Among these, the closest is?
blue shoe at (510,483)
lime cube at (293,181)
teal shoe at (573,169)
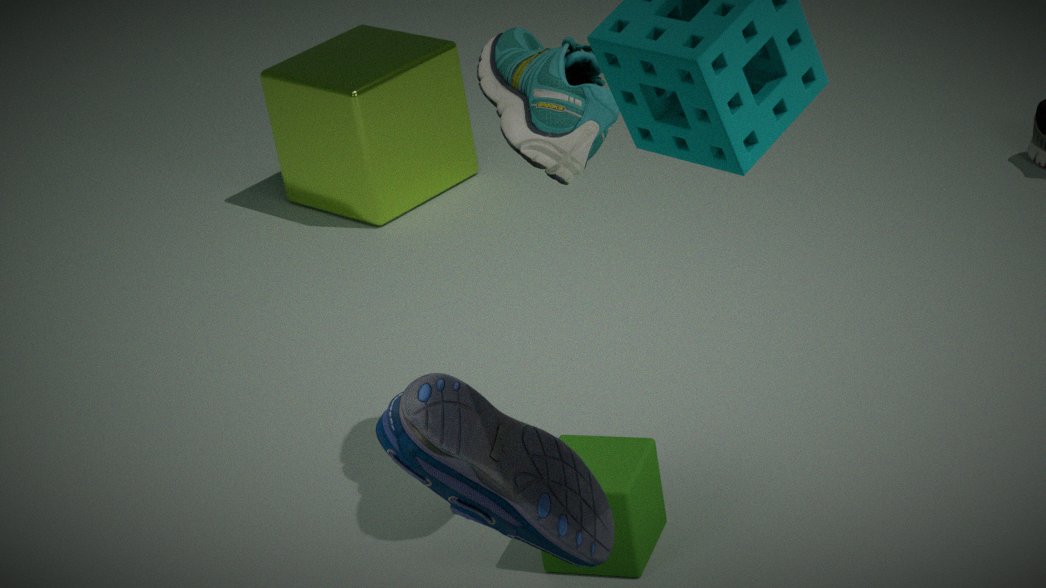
blue shoe at (510,483)
